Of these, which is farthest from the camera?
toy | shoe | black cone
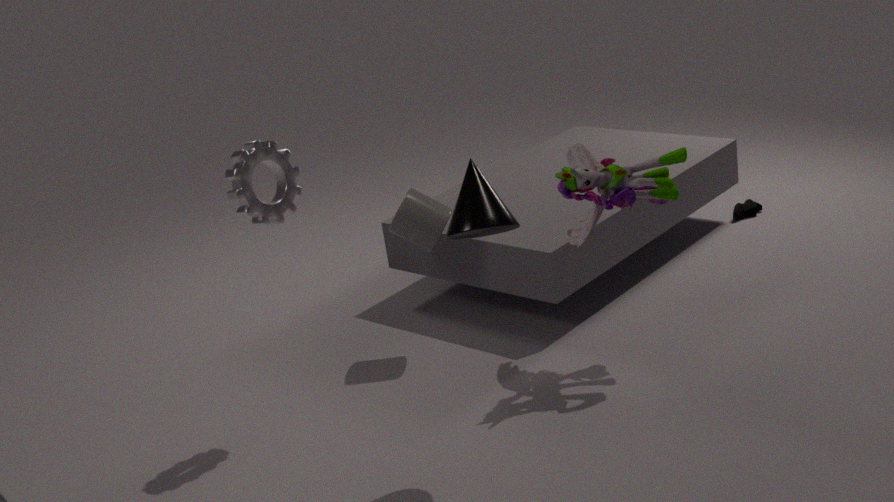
shoe
